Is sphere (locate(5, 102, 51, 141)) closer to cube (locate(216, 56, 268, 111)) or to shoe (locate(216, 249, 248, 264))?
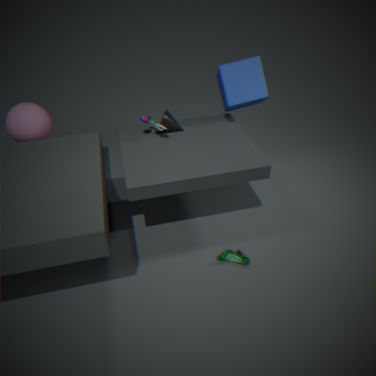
cube (locate(216, 56, 268, 111))
